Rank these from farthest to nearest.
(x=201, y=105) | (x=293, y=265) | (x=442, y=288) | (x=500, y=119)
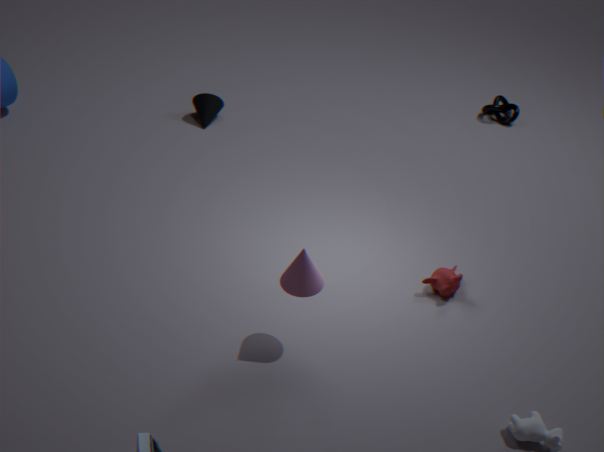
(x=500, y=119)
(x=201, y=105)
(x=442, y=288)
(x=293, y=265)
